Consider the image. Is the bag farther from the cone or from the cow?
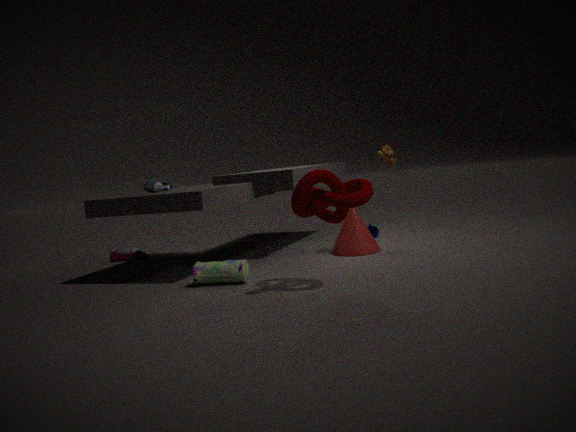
the cow
